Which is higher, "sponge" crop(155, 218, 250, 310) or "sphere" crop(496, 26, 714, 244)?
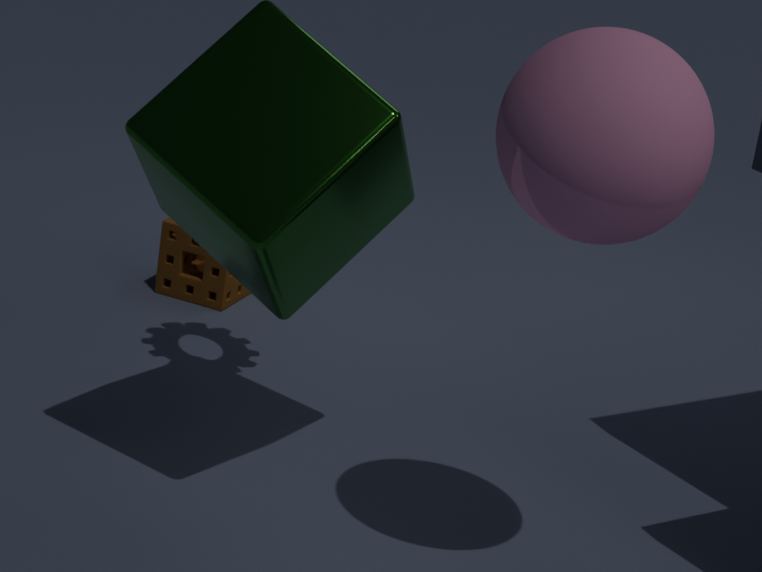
"sphere" crop(496, 26, 714, 244)
